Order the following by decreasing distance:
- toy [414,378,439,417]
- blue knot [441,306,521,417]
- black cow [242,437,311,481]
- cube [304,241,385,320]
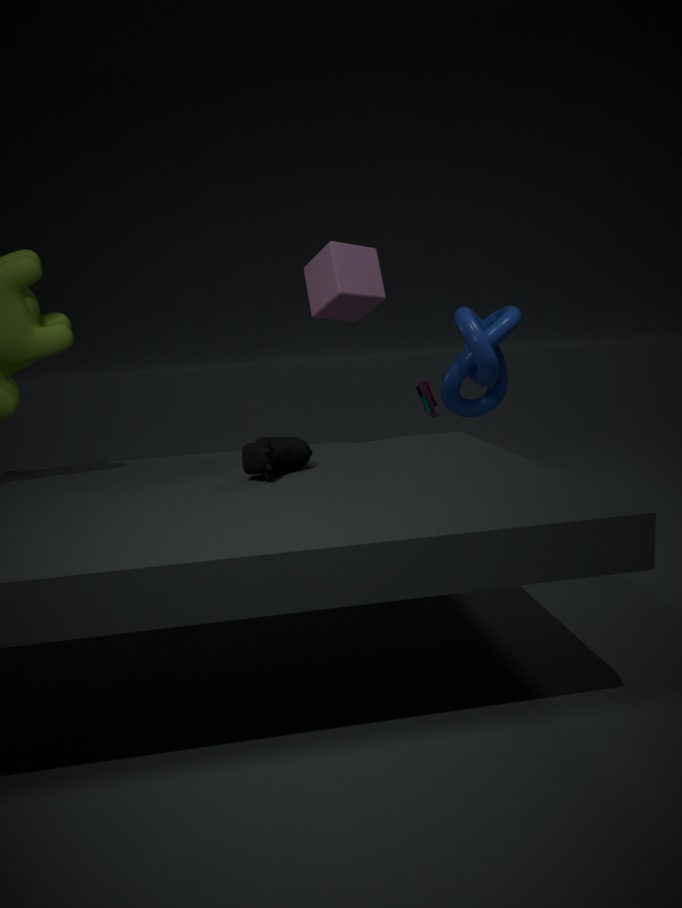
toy [414,378,439,417], blue knot [441,306,521,417], cube [304,241,385,320], black cow [242,437,311,481]
